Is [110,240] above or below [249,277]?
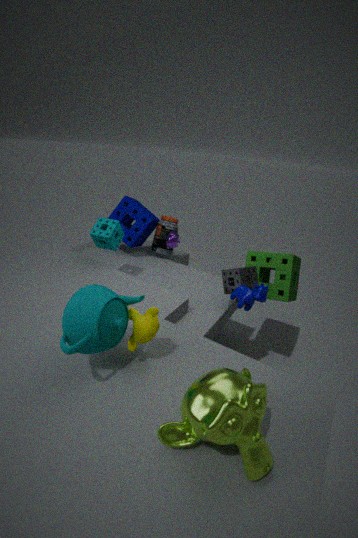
above
